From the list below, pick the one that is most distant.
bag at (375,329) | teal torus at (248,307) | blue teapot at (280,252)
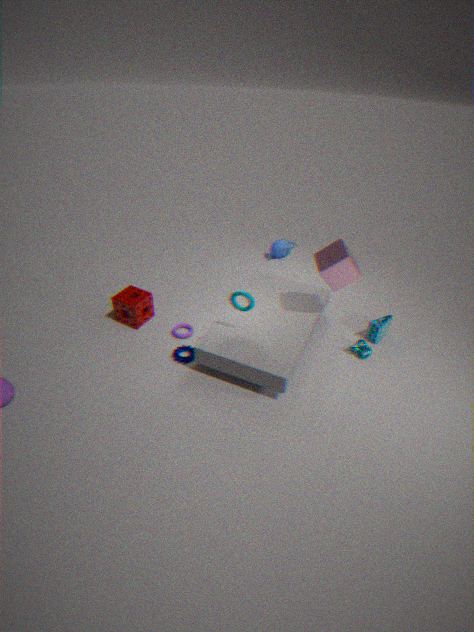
blue teapot at (280,252)
